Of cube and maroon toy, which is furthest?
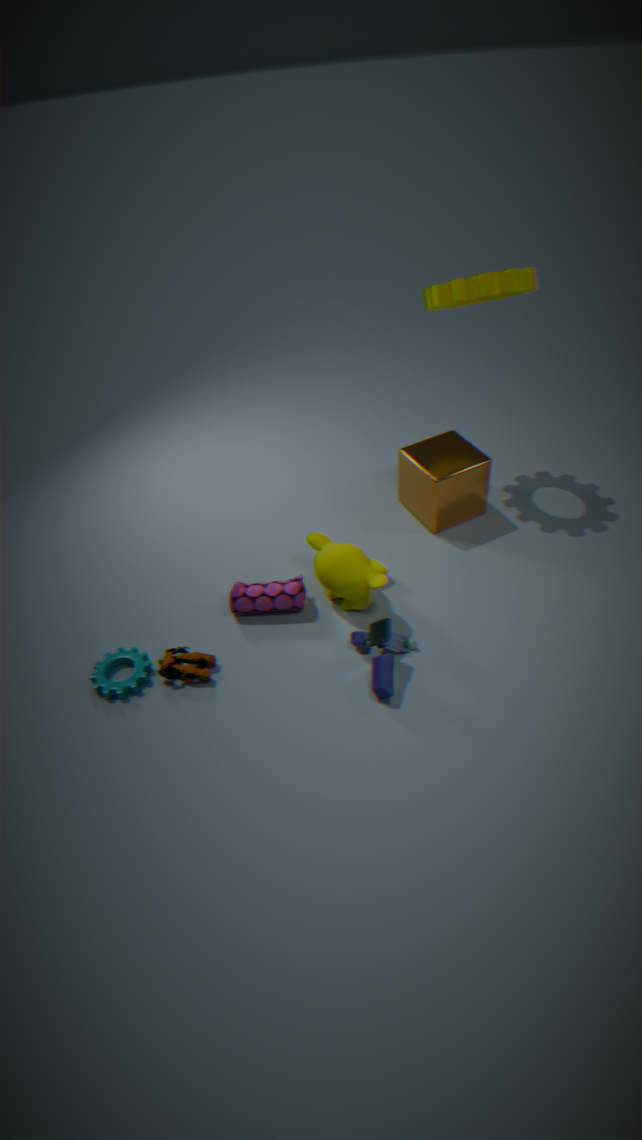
cube
